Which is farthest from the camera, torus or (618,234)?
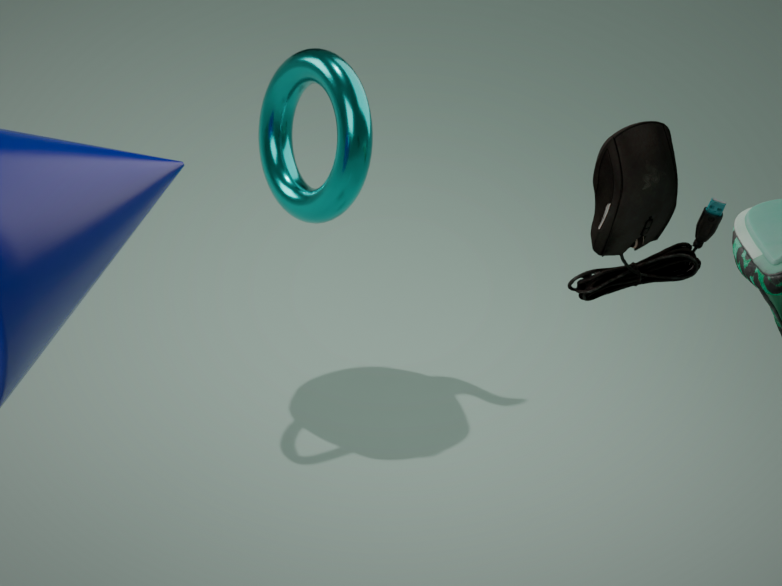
(618,234)
